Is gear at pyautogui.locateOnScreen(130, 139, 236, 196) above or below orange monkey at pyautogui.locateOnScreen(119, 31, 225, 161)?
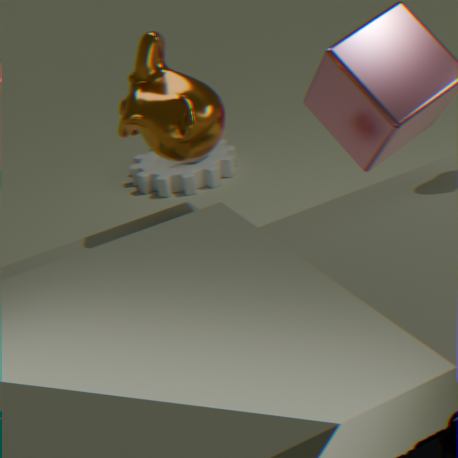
below
